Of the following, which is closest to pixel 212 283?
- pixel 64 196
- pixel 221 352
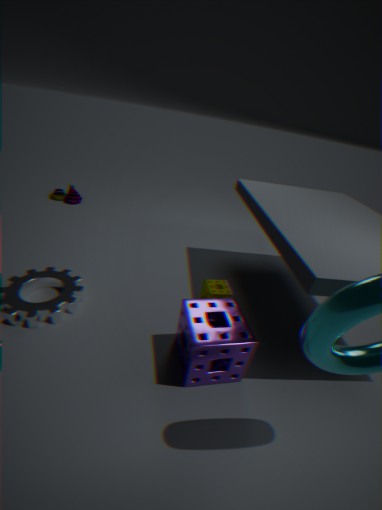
pixel 221 352
